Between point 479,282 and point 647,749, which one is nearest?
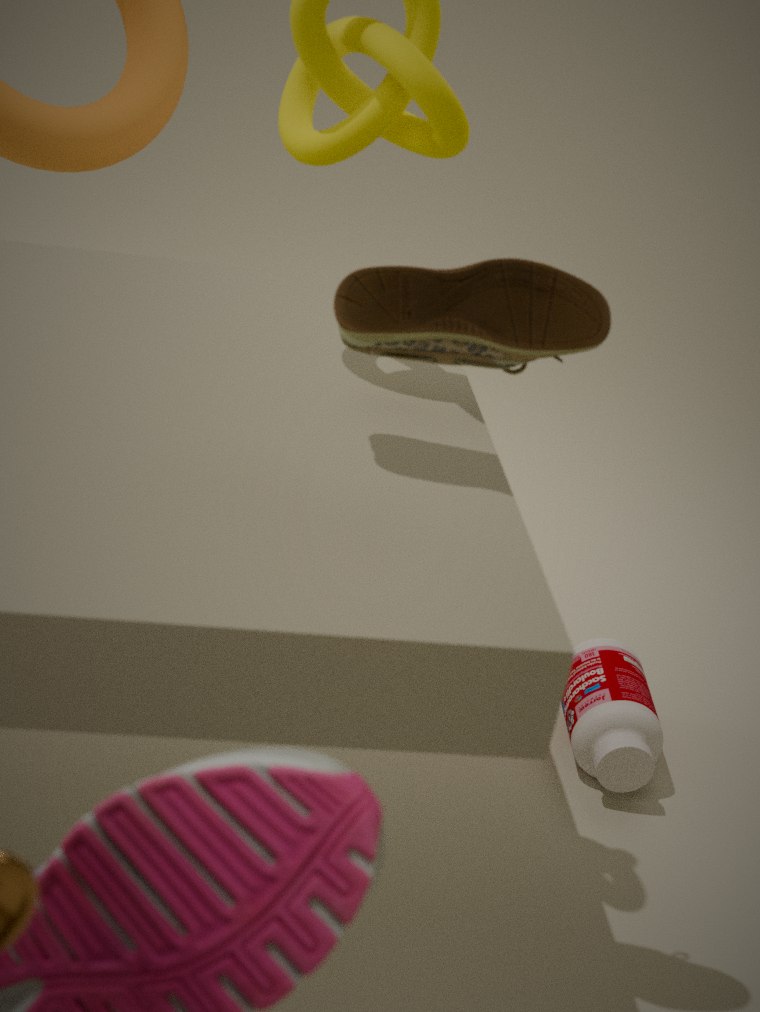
point 479,282
